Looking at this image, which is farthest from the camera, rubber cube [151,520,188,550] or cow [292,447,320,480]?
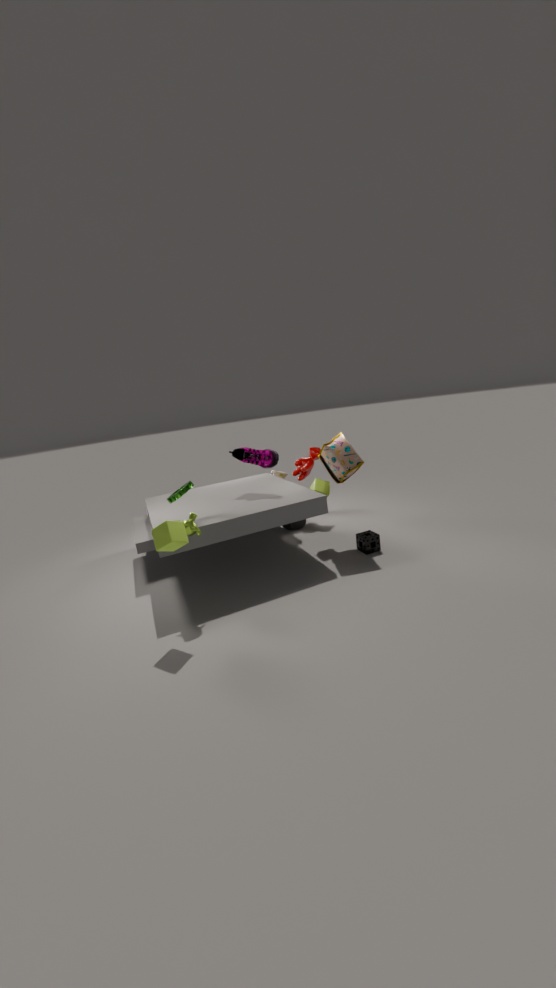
cow [292,447,320,480]
